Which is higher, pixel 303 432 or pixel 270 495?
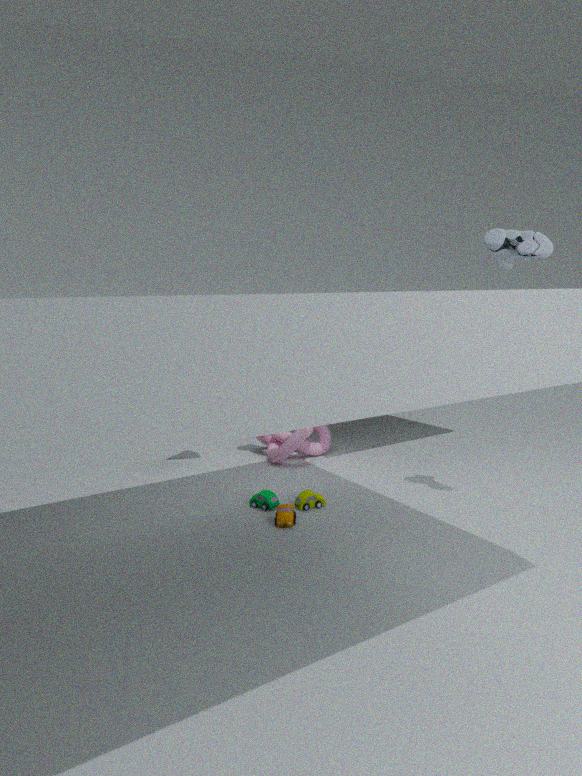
pixel 303 432
